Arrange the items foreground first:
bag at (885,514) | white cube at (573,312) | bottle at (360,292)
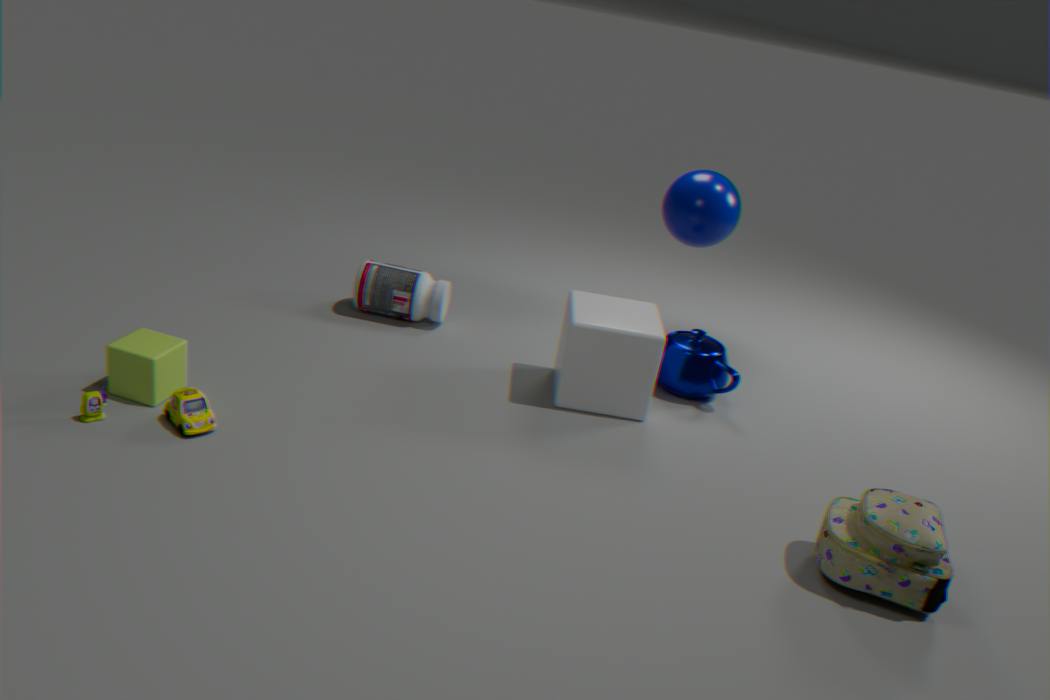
bag at (885,514) < white cube at (573,312) < bottle at (360,292)
